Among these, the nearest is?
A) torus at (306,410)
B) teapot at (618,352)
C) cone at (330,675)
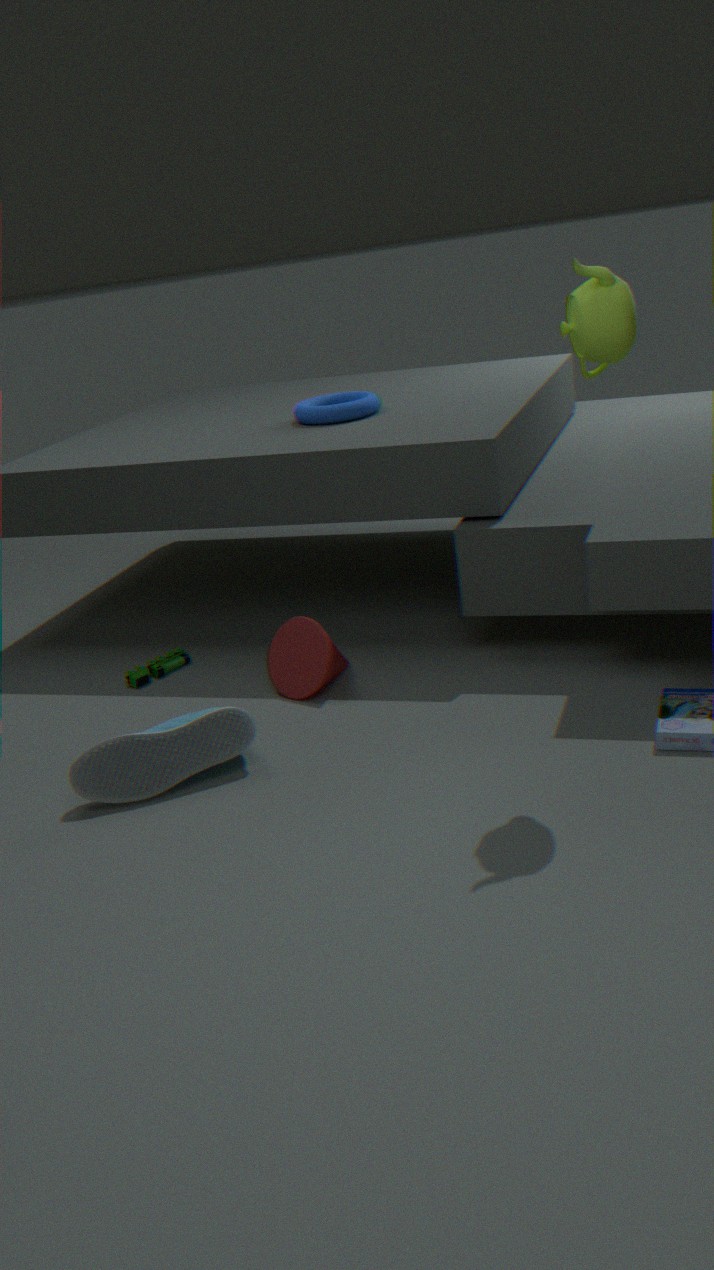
teapot at (618,352)
